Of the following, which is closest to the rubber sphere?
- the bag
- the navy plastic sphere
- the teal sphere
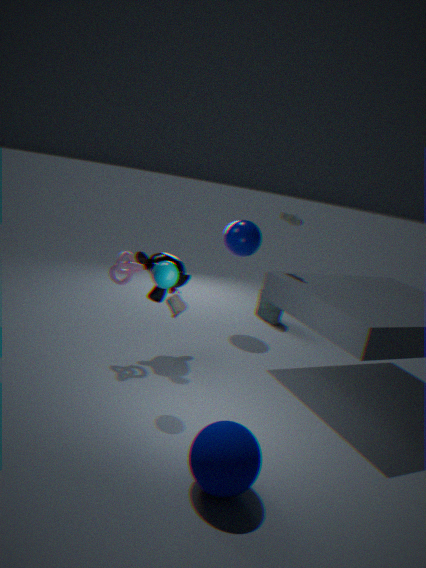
the teal sphere
